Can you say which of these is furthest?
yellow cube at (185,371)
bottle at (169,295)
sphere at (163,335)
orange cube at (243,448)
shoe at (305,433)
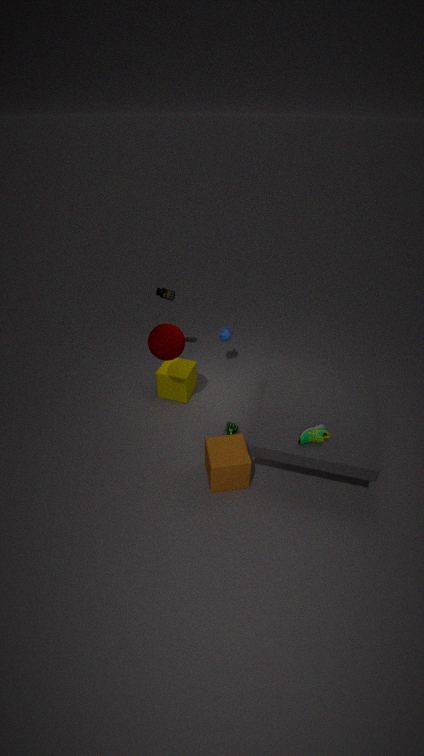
bottle at (169,295)
